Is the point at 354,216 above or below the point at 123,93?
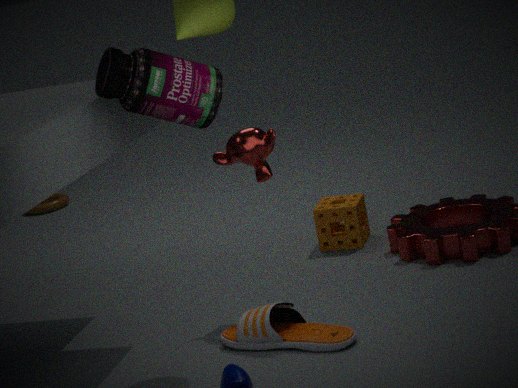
below
